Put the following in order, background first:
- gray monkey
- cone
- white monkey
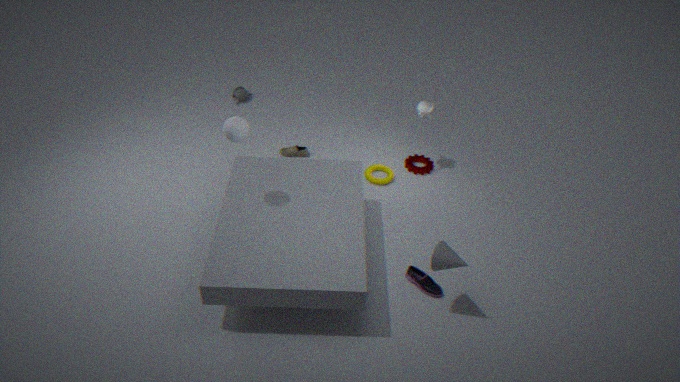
gray monkey → white monkey → cone
